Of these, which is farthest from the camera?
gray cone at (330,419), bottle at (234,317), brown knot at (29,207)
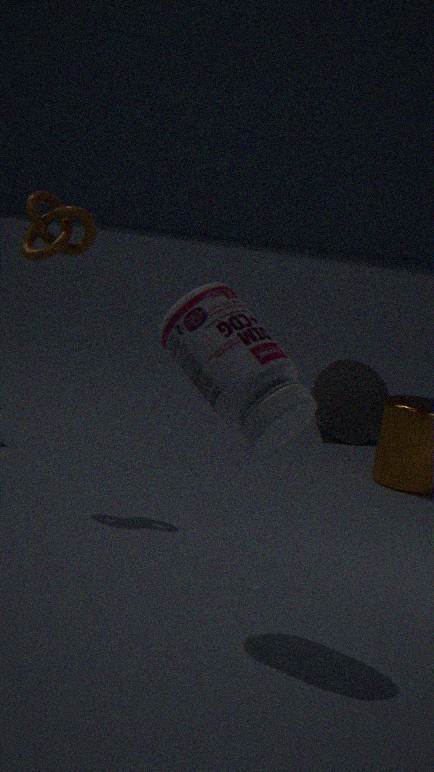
gray cone at (330,419)
